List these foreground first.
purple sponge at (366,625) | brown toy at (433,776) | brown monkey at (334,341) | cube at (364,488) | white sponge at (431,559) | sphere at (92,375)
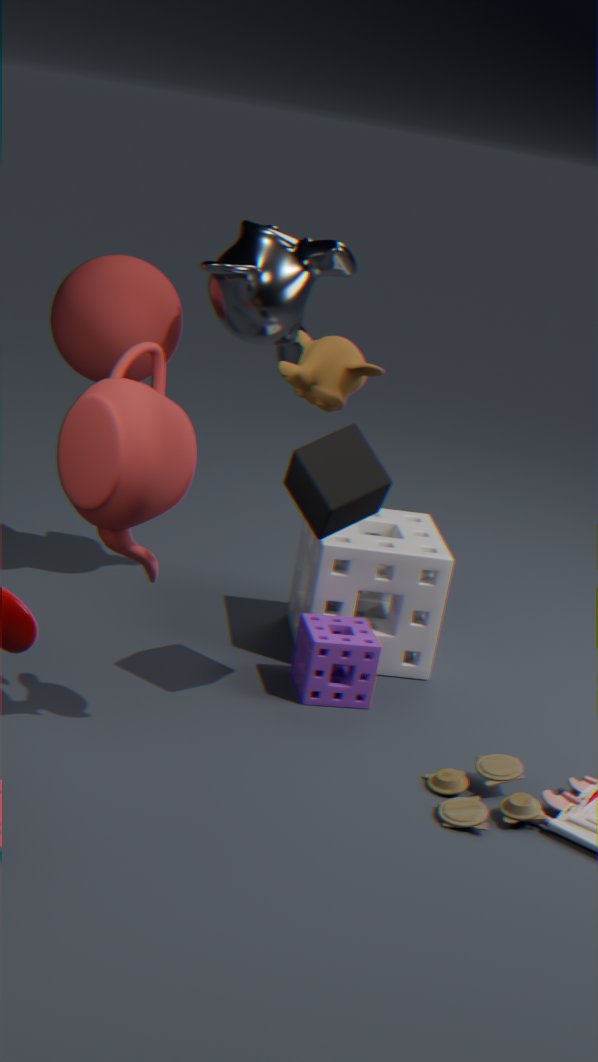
brown monkey at (334,341)
brown toy at (433,776)
cube at (364,488)
purple sponge at (366,625)
white sponge at (431,559)
sphere at (92,375)
